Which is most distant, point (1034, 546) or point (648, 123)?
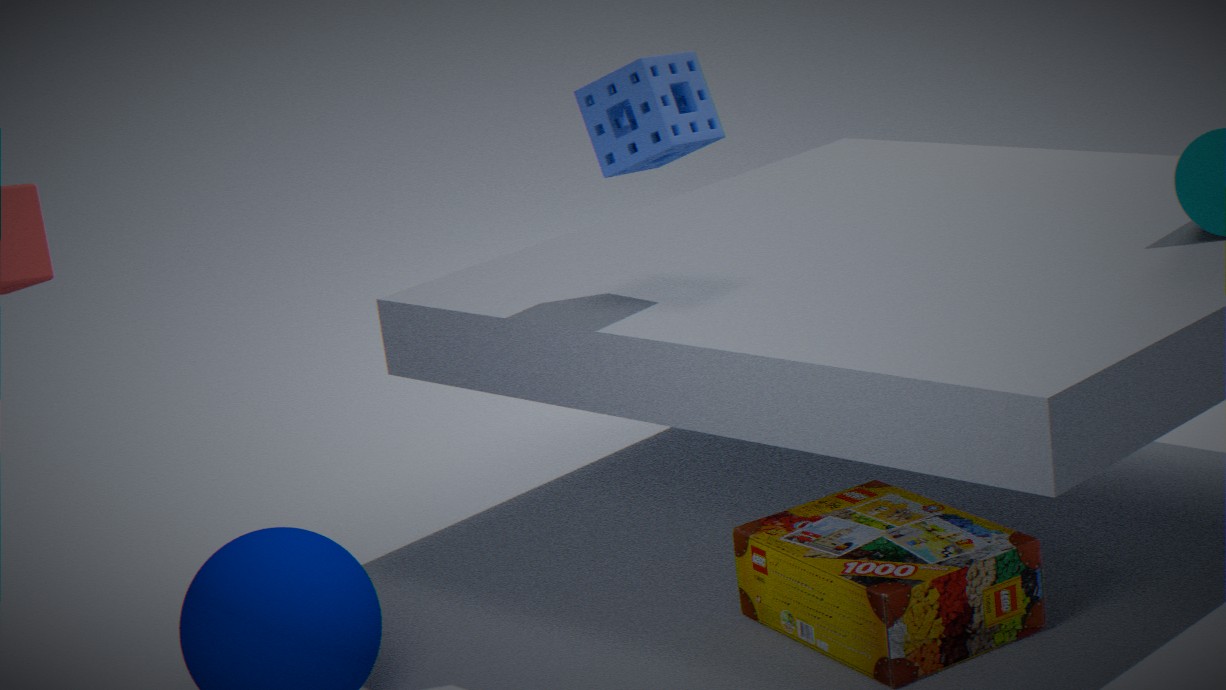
point (648, 123)
